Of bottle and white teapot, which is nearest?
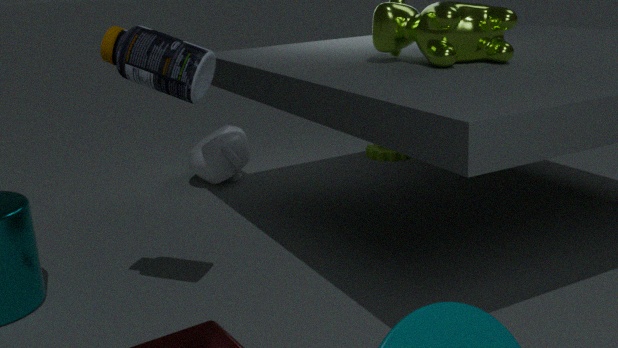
bottle
